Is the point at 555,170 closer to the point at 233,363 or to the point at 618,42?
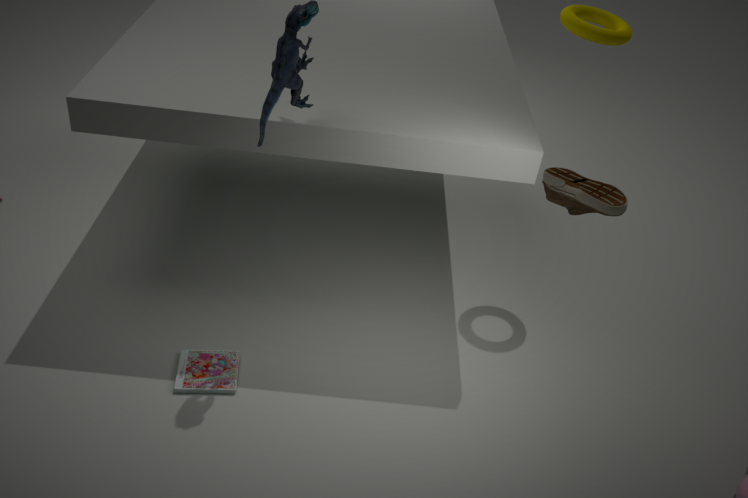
the point at 618,42
